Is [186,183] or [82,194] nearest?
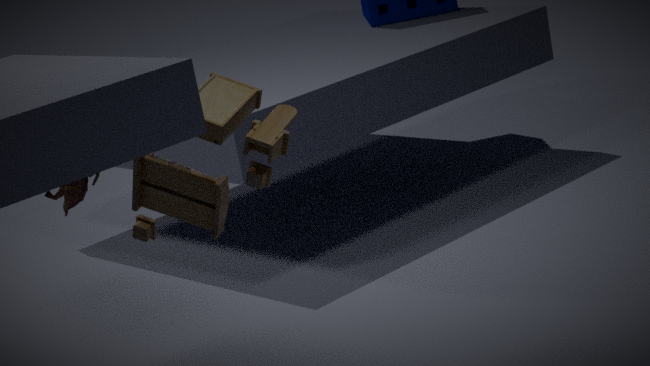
[186,183]
